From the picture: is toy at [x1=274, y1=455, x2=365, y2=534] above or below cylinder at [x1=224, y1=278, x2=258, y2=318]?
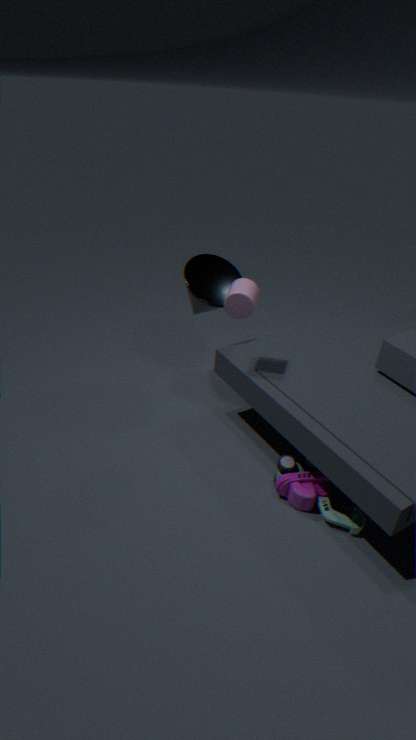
below
